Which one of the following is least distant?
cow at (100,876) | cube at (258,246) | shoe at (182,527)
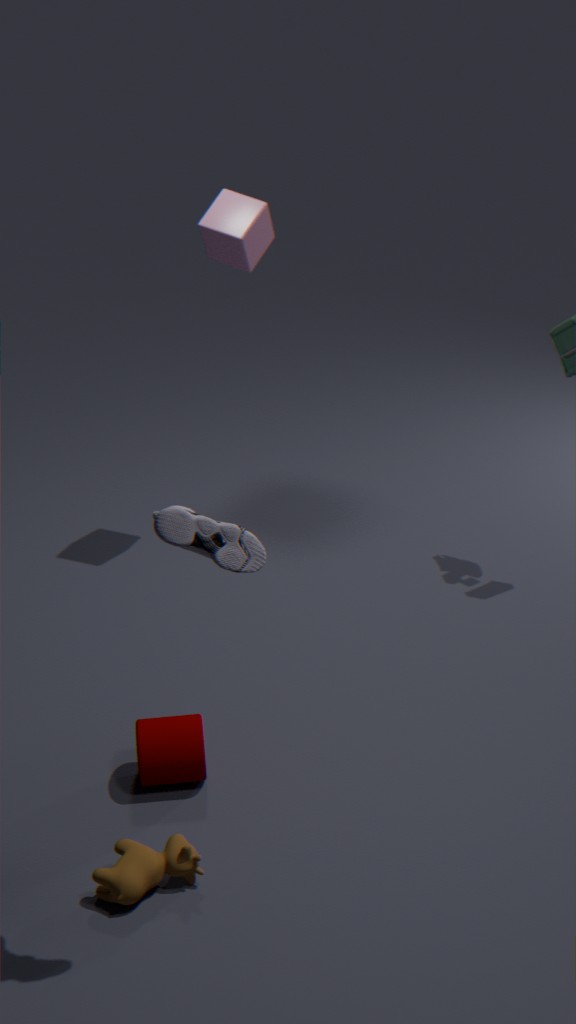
shoe at (182,527)
